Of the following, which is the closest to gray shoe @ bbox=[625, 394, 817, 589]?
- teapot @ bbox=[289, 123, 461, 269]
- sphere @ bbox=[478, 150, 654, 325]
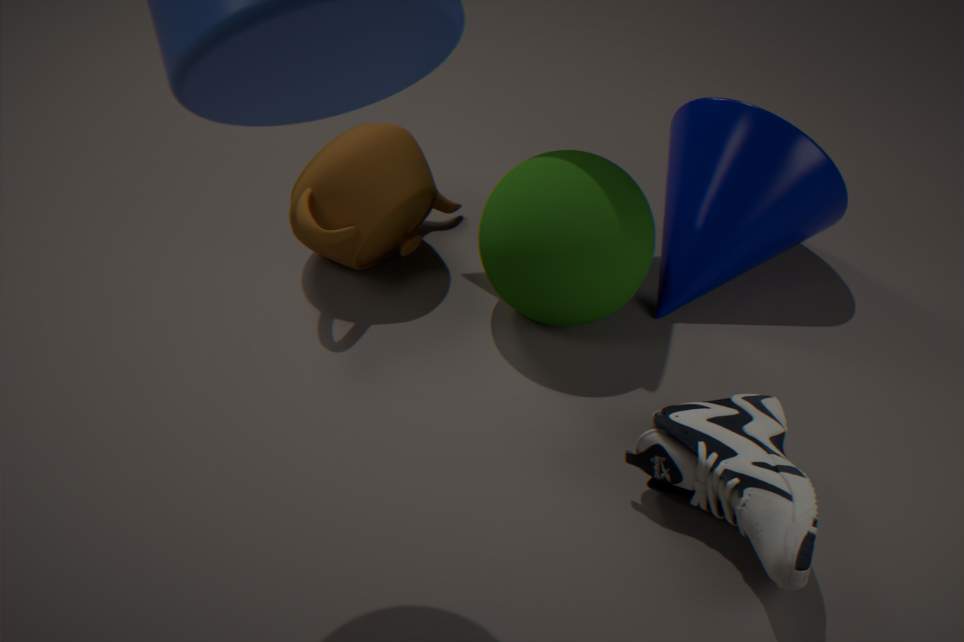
sphere @ bbox=[478, 150, 654, 325]
